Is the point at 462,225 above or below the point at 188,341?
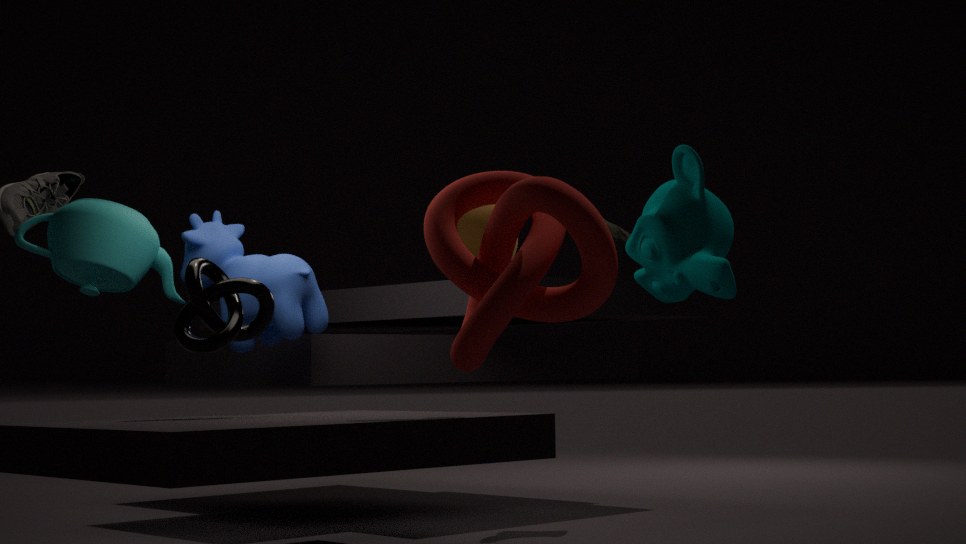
above
